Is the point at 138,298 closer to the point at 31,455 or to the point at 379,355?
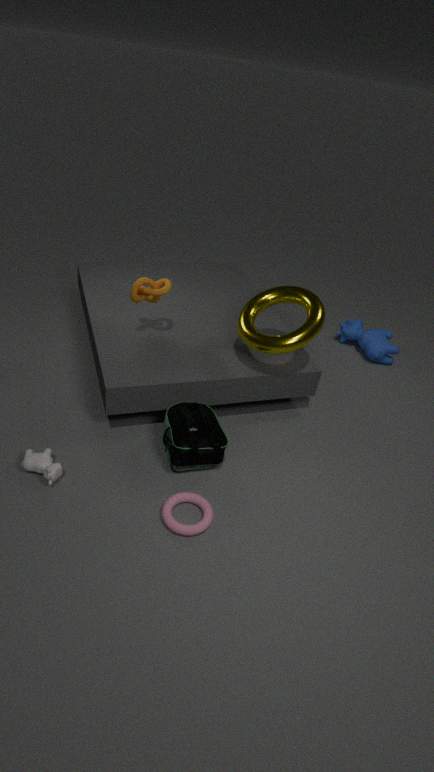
the point at 31,455
